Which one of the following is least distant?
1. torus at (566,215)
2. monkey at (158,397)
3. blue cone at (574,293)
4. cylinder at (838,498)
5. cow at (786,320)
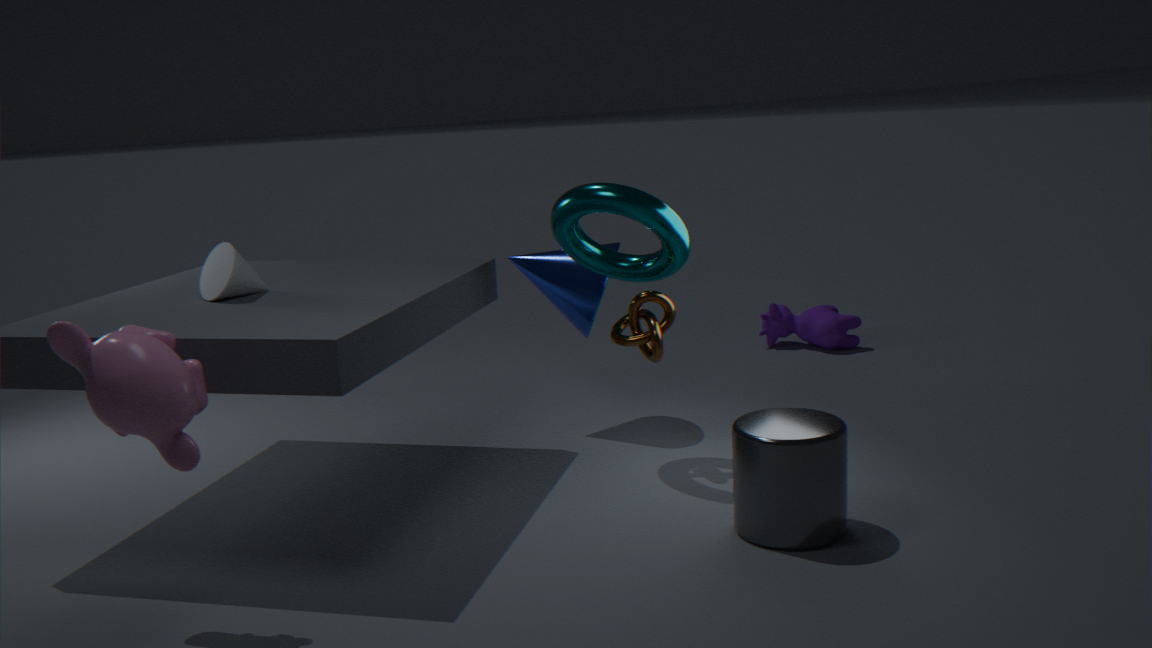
monkey at (158,397)
